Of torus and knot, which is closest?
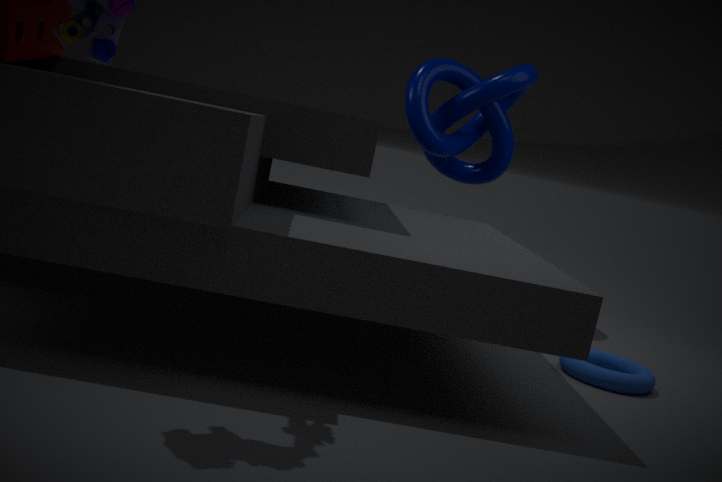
torus
